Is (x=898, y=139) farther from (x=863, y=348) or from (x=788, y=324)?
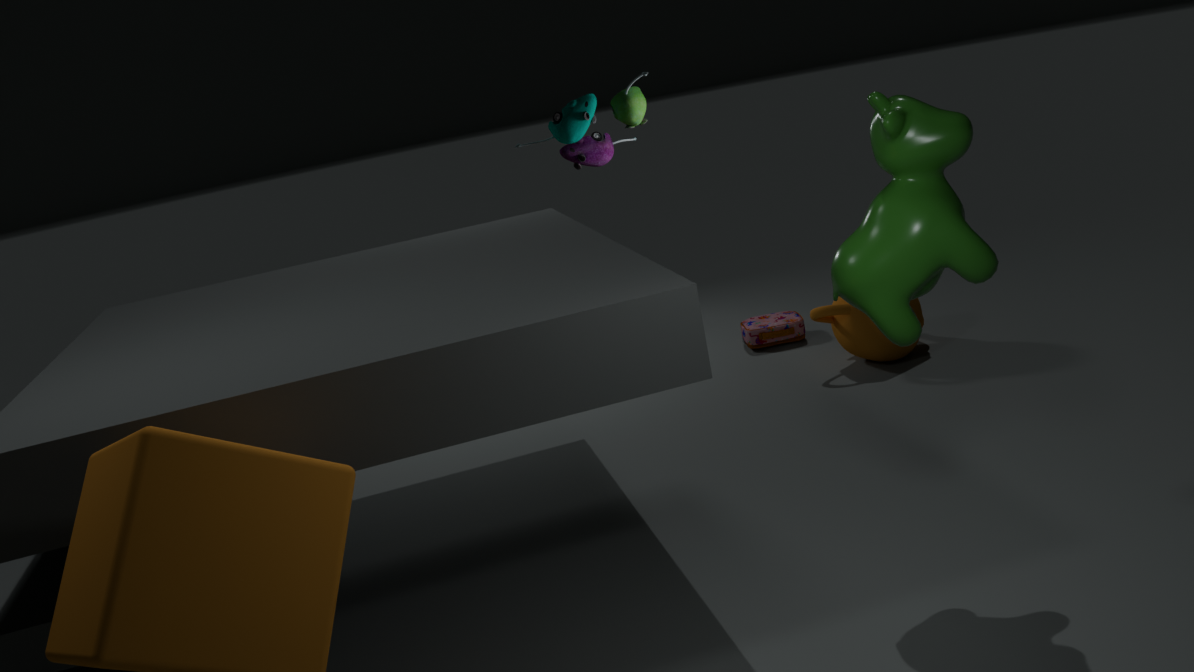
(x=788, y=324)
